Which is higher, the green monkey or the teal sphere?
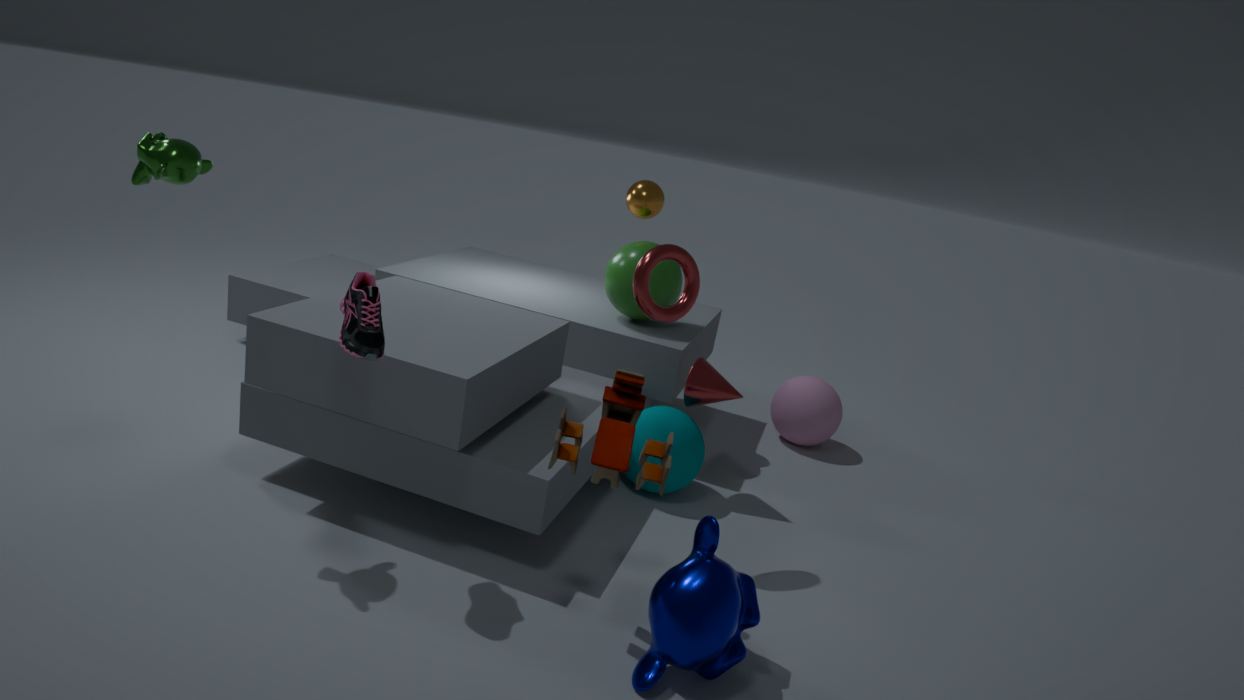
the green monkey
